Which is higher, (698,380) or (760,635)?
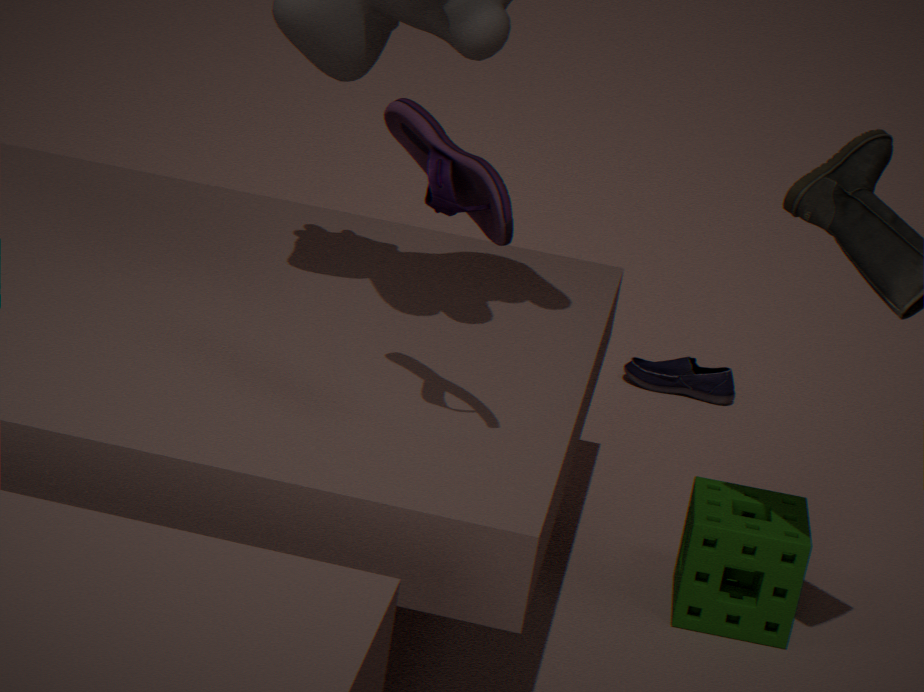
(760,635)
